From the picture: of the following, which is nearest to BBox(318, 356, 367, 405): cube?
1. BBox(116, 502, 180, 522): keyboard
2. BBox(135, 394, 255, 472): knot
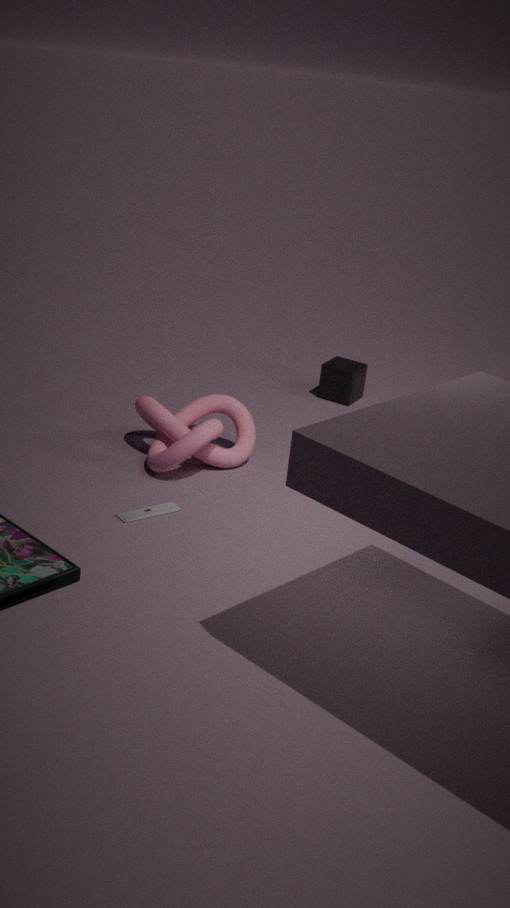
BBox(135, 394, 255, 472): knot
